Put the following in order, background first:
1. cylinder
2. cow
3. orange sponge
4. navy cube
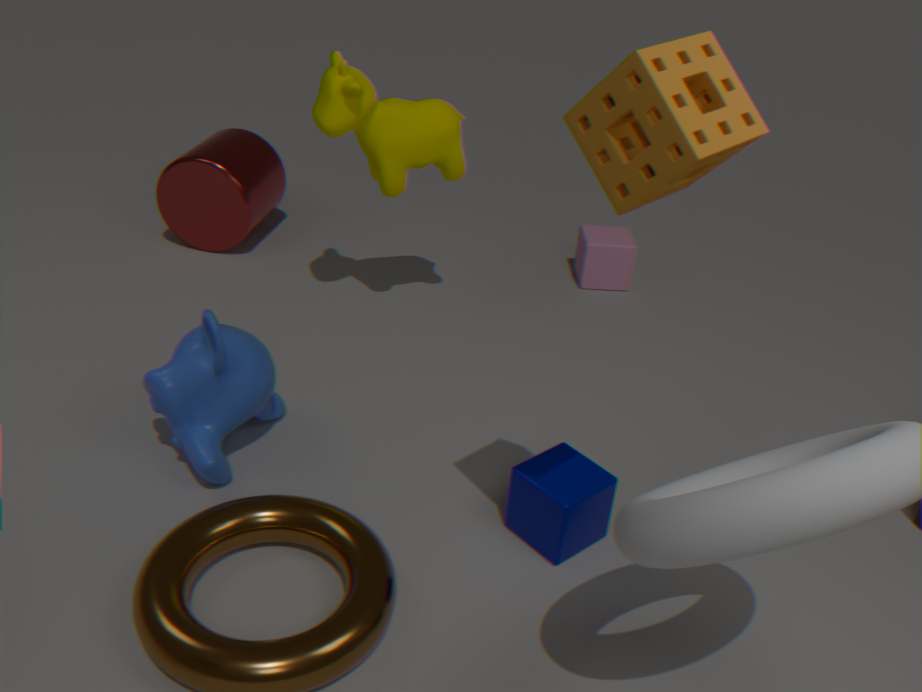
cylinder → cow → navy cube → orange sponge
